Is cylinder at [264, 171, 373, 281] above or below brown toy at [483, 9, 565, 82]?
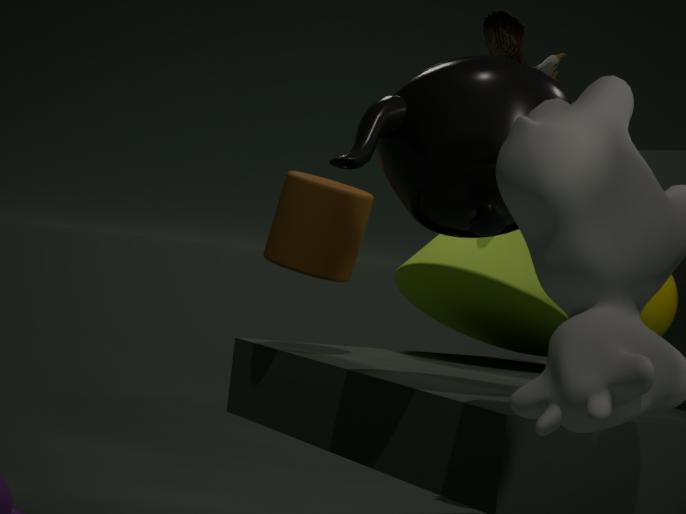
below
